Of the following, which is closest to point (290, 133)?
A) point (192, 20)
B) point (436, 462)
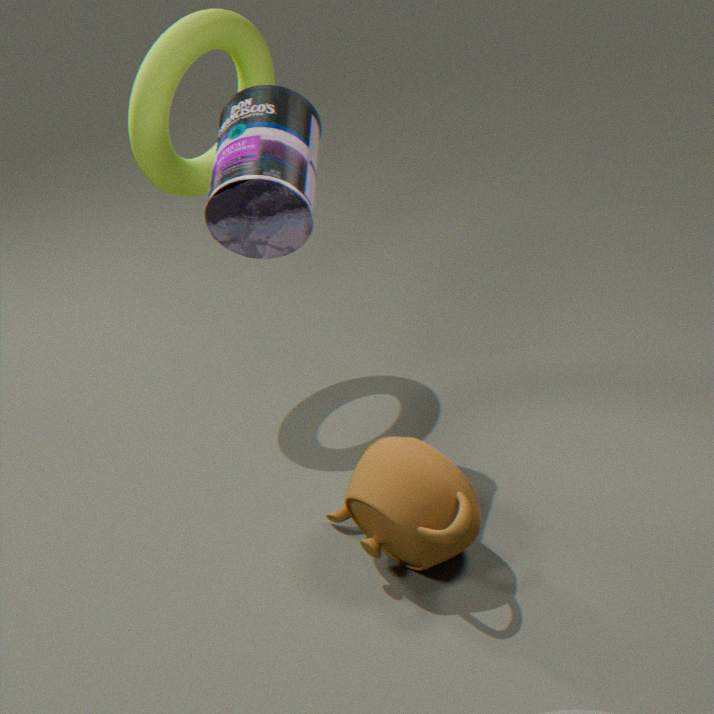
point (192, 20)
